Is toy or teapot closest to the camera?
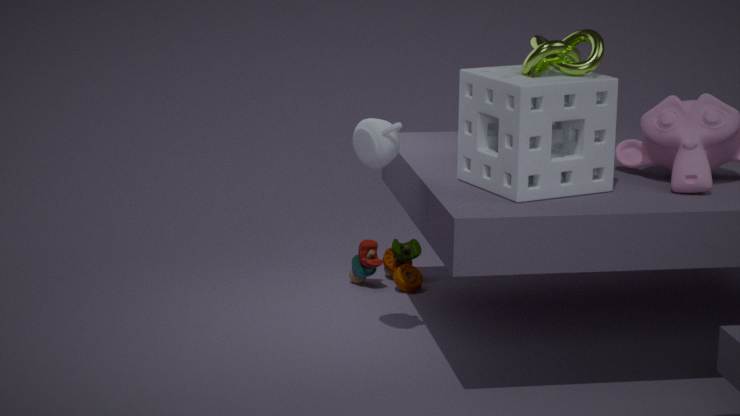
teapot
